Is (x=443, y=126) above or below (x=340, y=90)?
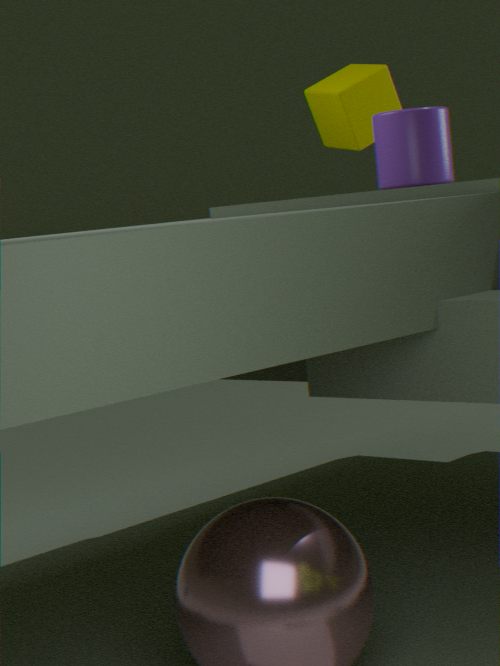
below
